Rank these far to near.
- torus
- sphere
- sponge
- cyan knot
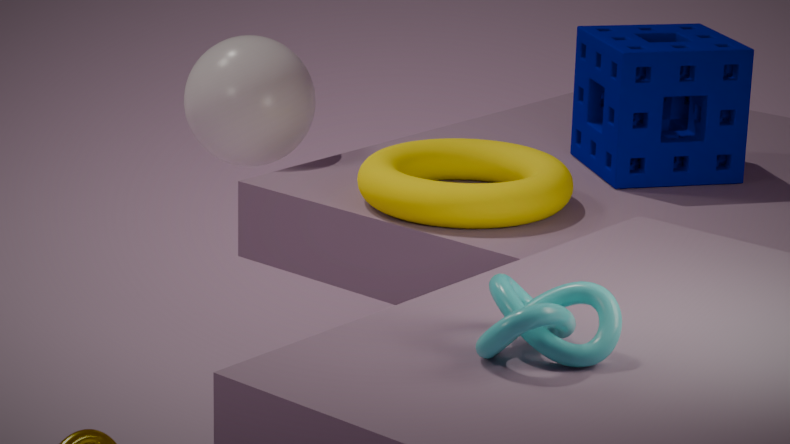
sphere, sponge, torus, cyan knot
